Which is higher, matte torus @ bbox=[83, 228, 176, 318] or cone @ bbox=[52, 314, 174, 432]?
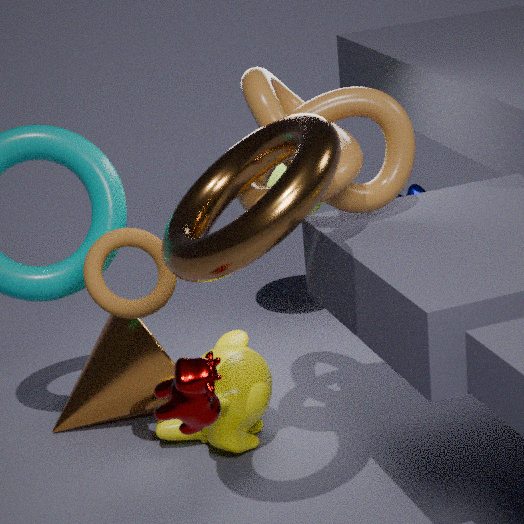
matte torus @ bbox=[83, 228, 176, 318]
